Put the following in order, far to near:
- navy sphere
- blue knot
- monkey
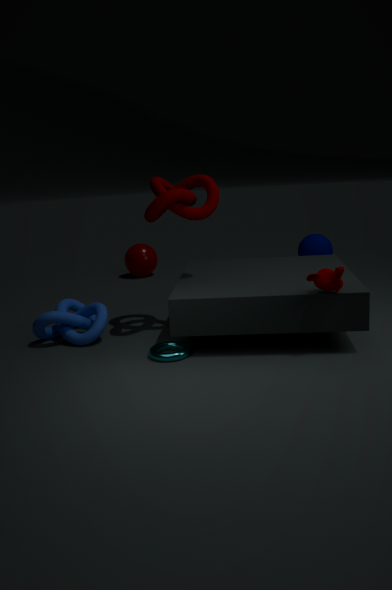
navy sphere → blue knot → monkey
